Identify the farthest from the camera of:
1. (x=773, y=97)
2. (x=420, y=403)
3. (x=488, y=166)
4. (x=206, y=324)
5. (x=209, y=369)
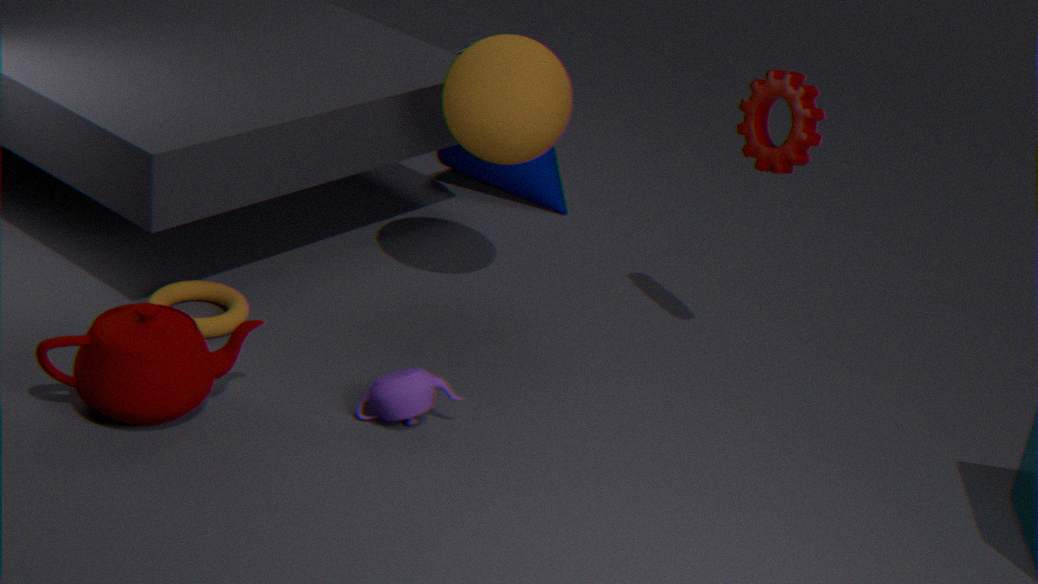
(x=488, y=166)
